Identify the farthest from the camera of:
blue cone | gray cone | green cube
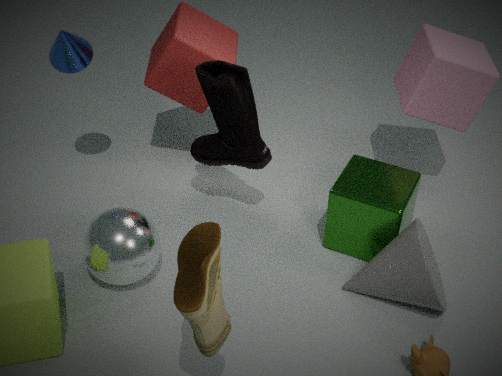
blue cone
